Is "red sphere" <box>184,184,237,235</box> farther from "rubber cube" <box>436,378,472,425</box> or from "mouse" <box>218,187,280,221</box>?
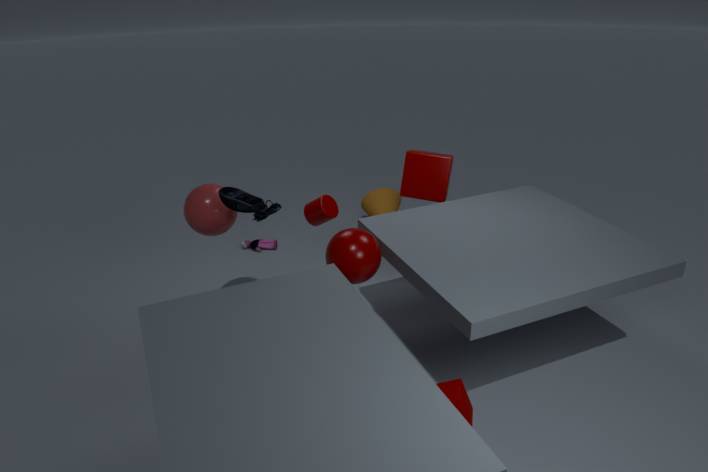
"rubber cube" <box>436,378,472,425</box>
